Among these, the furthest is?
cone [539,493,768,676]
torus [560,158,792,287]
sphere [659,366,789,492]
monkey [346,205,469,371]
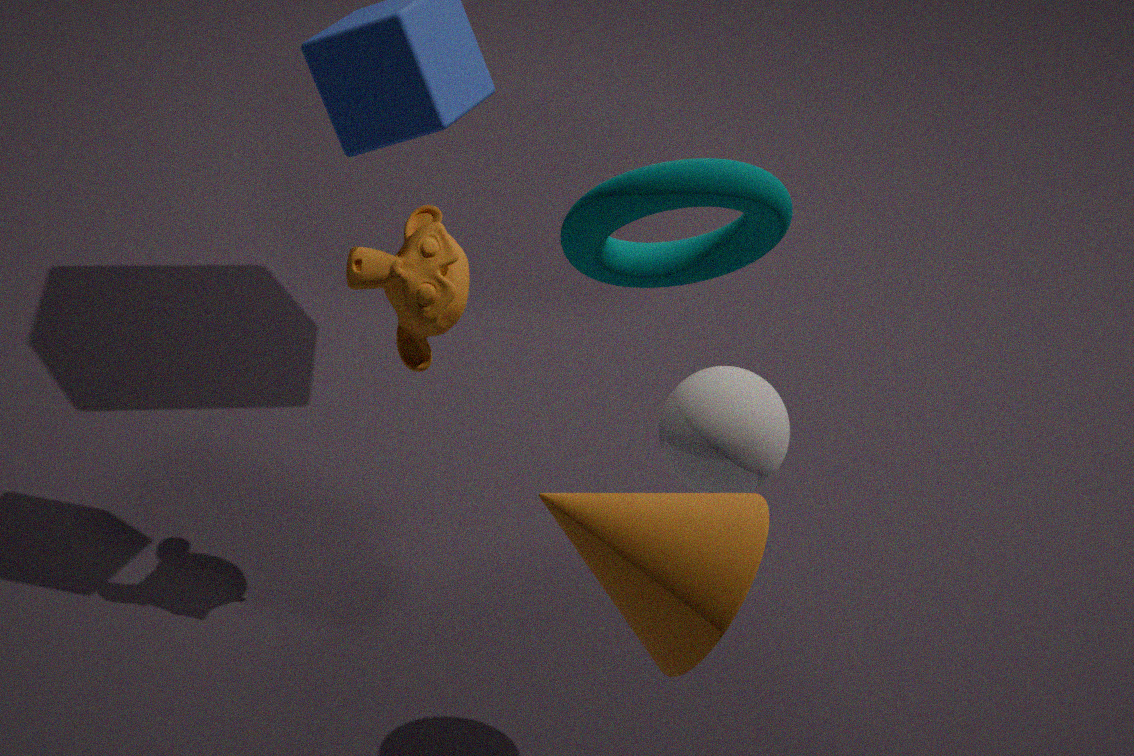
monkey [346,205,469,371]
